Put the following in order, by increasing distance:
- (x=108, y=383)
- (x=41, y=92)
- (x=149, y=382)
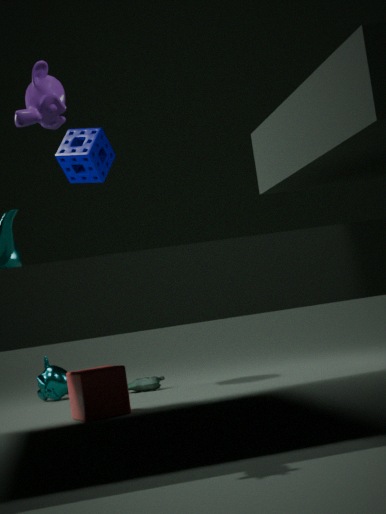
(x=41, y=92) → (x=108, y=383) → (x=149, y=382)
